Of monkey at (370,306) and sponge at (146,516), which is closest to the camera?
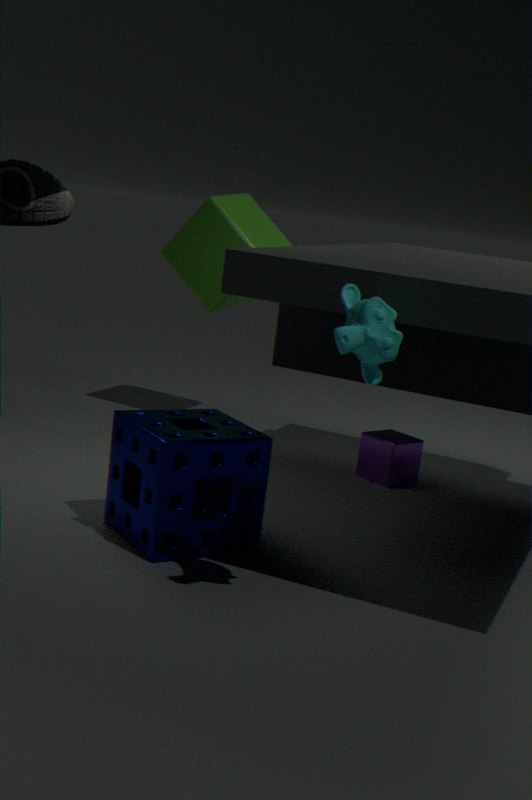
monkey at (370,306)
